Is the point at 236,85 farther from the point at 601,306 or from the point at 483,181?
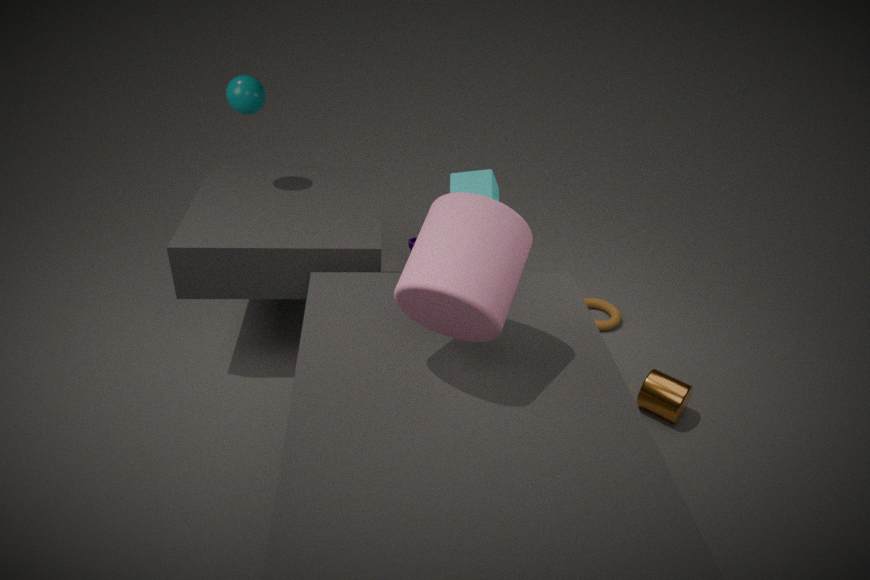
the point at 601,306
